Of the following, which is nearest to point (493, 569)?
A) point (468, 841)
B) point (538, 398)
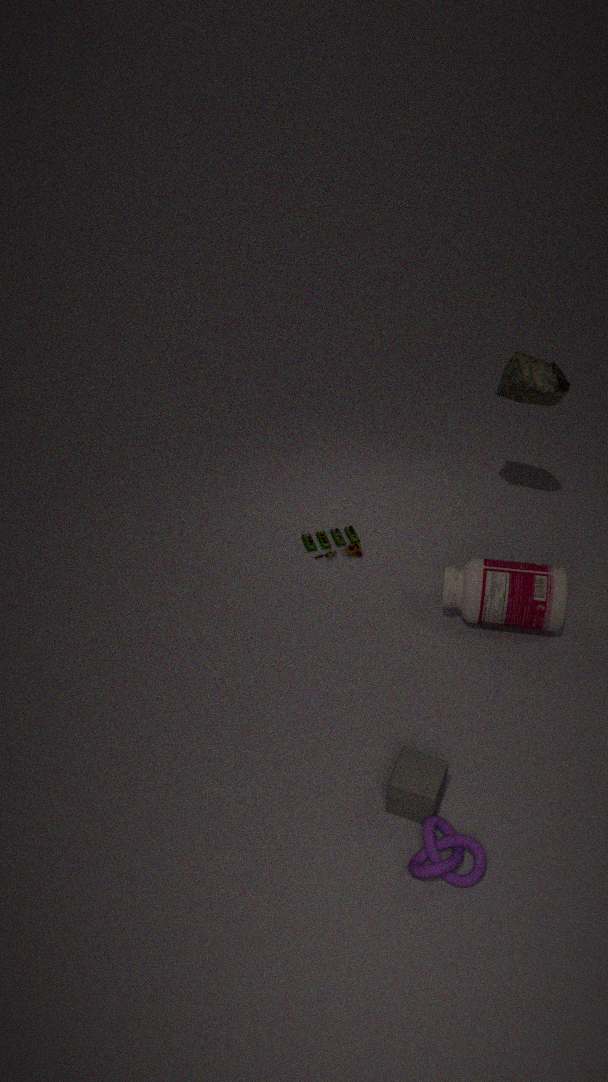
point (538, 398)
